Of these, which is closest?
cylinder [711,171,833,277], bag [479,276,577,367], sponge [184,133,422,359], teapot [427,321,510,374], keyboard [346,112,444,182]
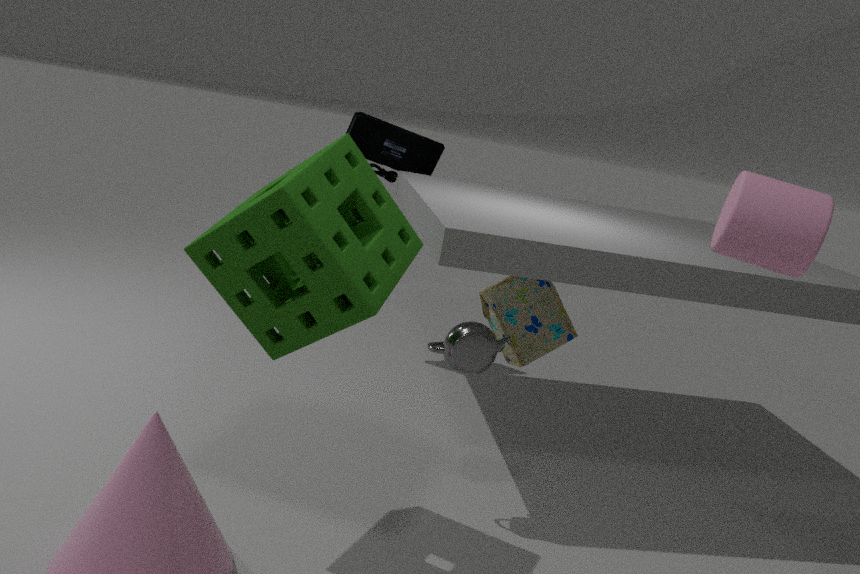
cylinder [711,171,833,277]
